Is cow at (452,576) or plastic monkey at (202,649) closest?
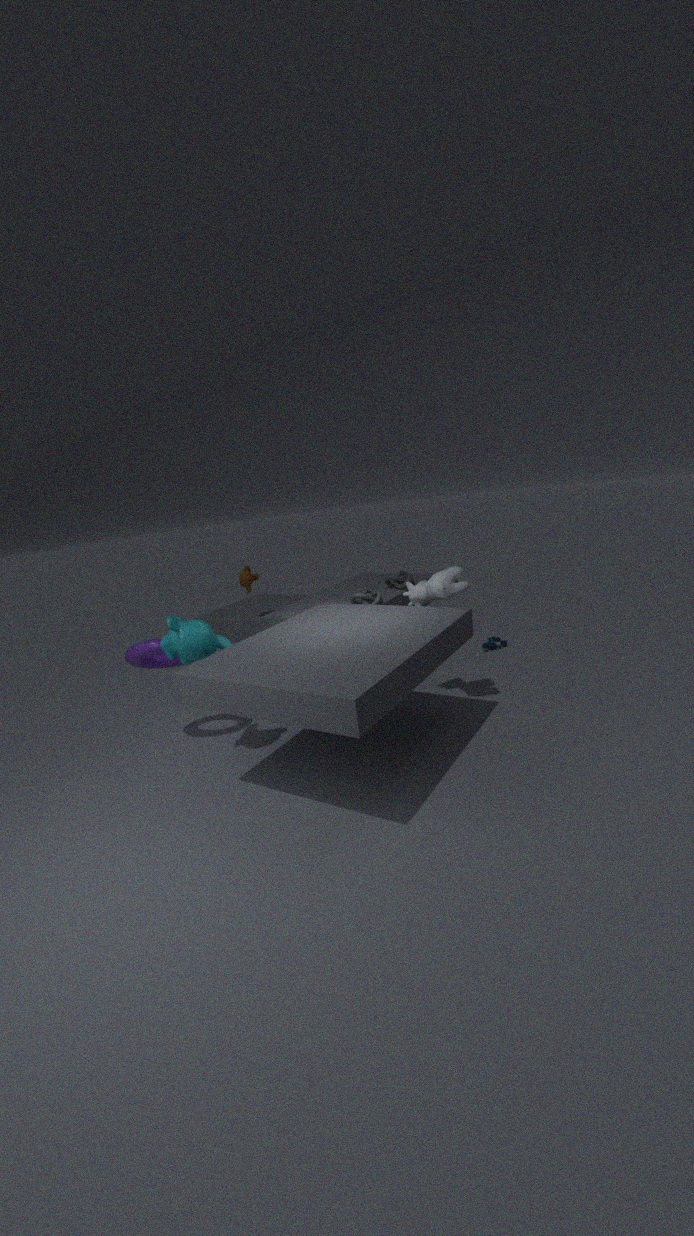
plastic monkey at (202,649)
